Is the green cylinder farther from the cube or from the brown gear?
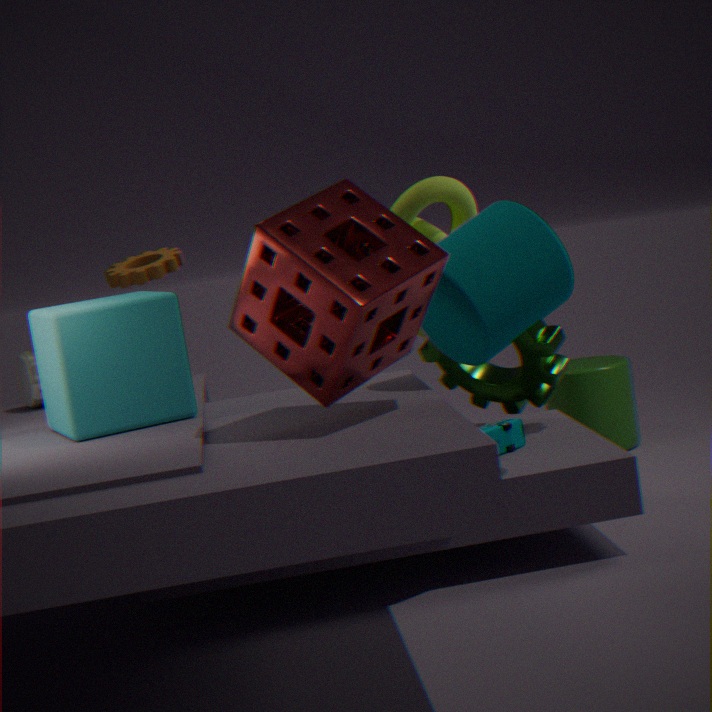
the cube
